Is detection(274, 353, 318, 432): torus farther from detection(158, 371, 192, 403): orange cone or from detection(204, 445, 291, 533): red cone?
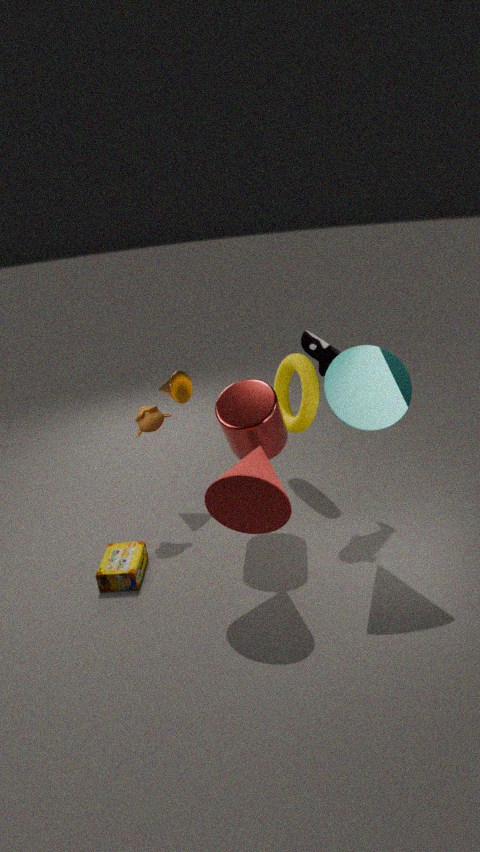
detection(204, 445, 291, 533): red cone
